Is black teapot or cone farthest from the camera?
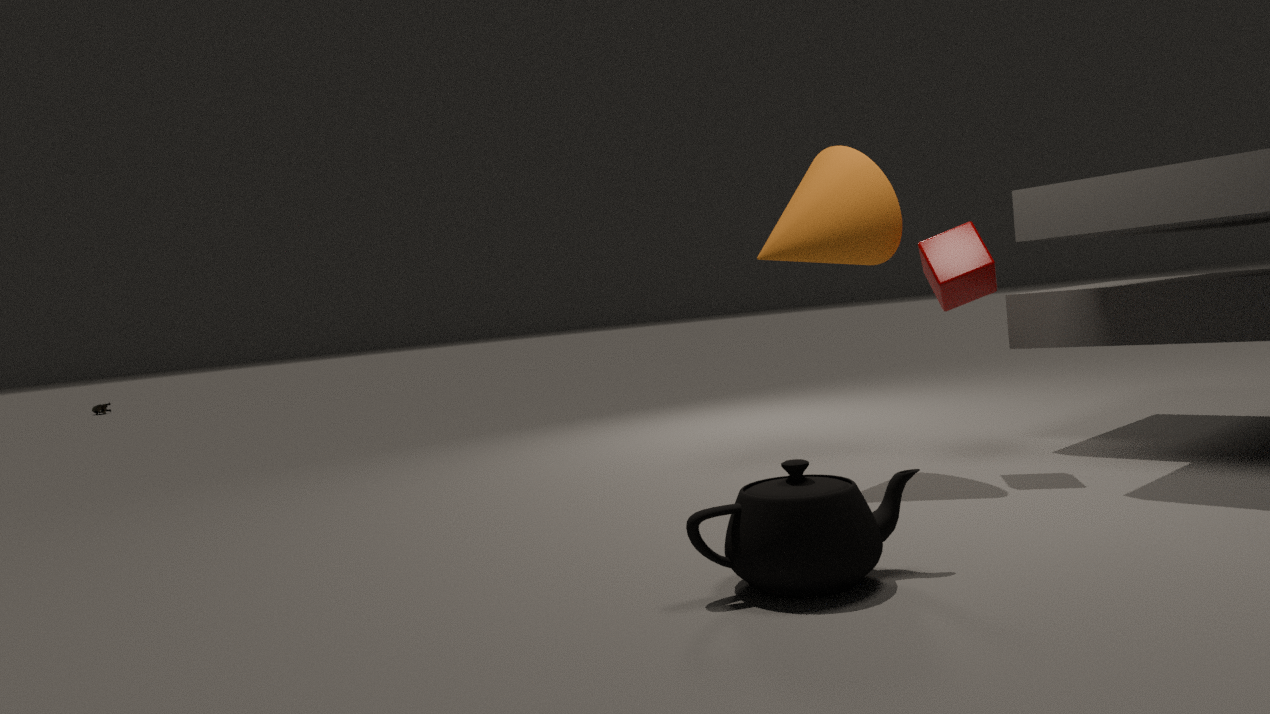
cone
